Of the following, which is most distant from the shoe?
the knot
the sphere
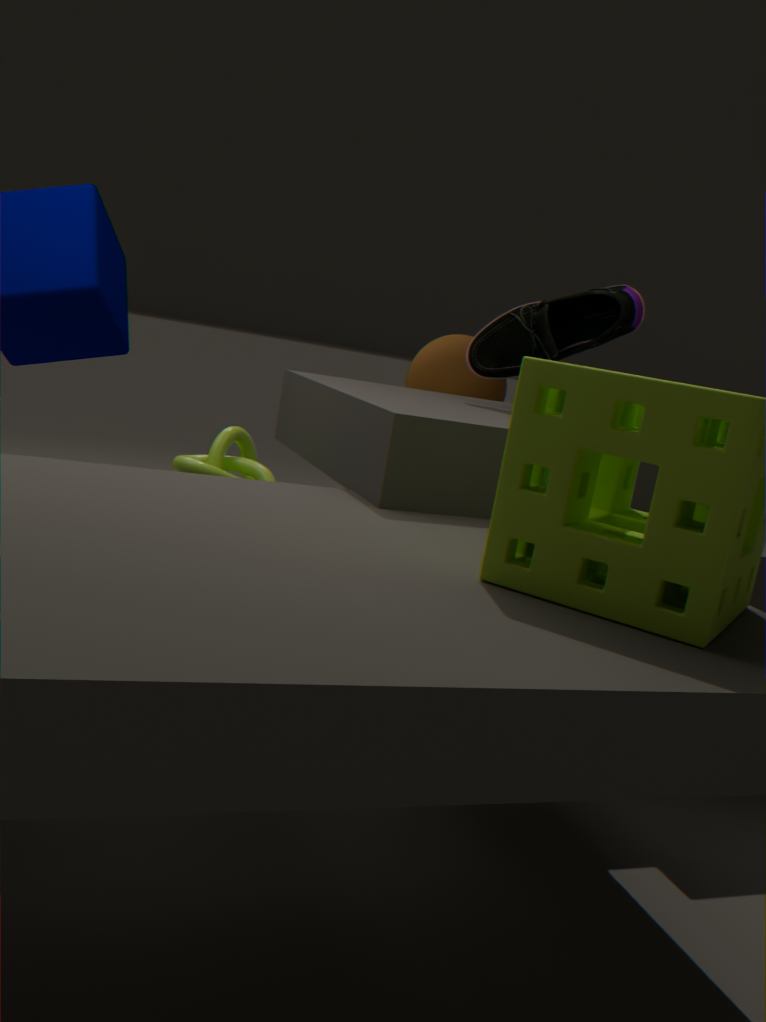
the knot
